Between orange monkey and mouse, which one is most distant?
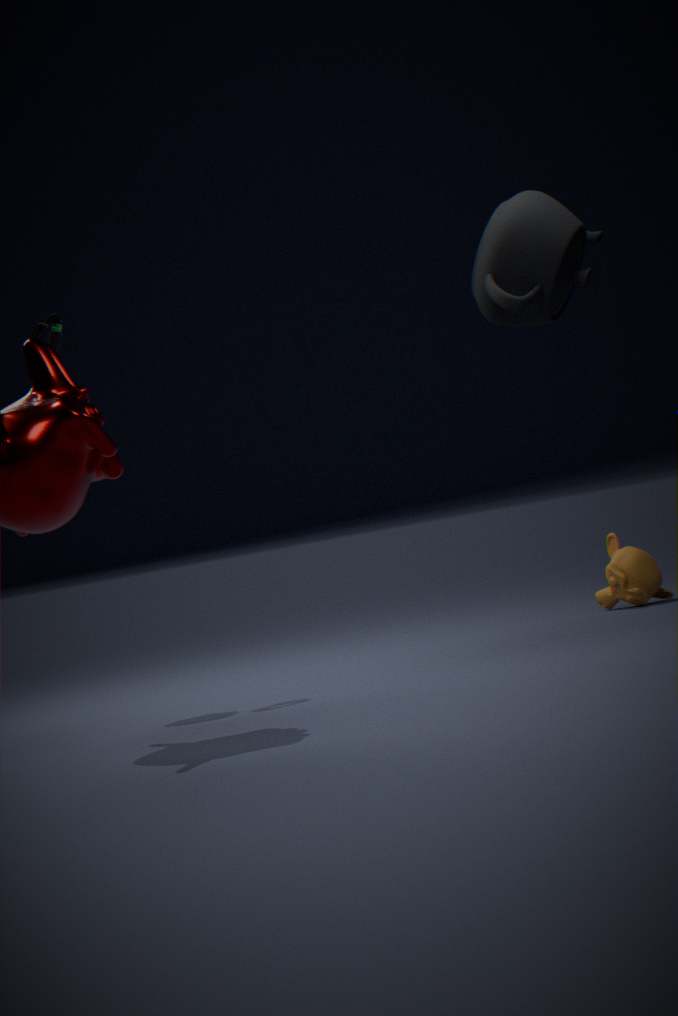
orange monkey
